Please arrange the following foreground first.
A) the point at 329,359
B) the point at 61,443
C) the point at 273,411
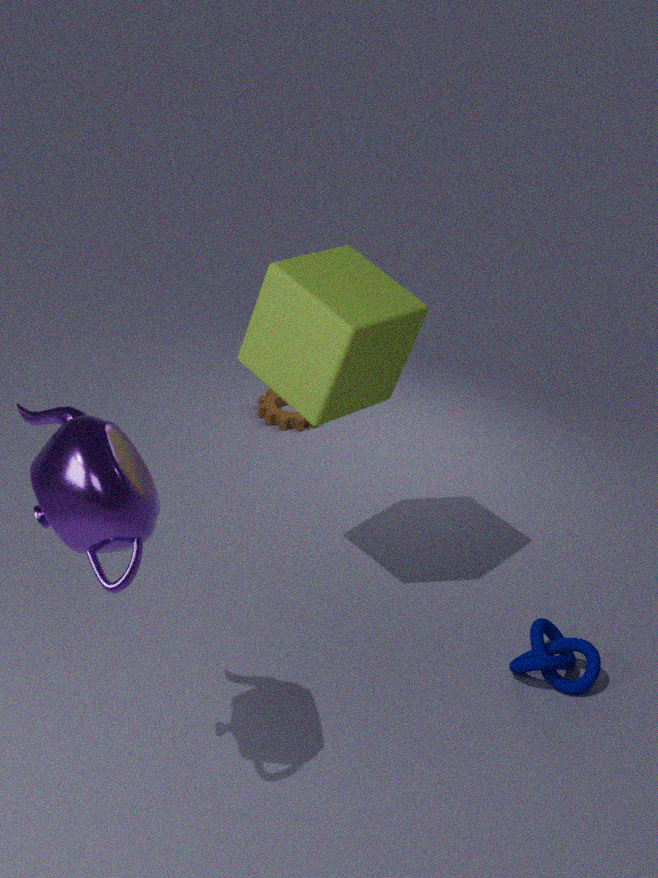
the point at 61,443 → the point at 329,359 → the point at 273,411
